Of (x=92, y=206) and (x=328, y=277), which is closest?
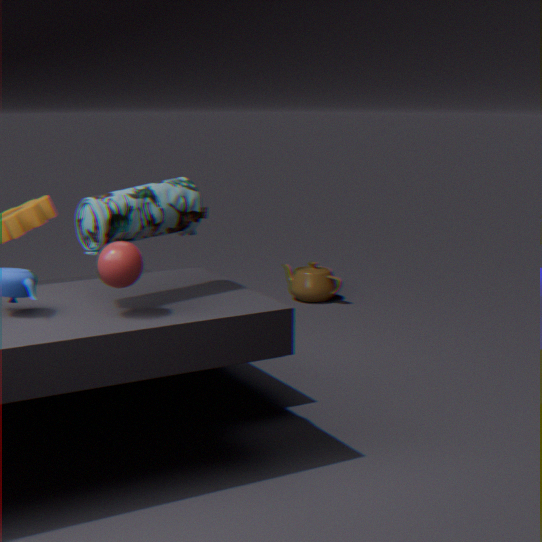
(x=92, y=206)
